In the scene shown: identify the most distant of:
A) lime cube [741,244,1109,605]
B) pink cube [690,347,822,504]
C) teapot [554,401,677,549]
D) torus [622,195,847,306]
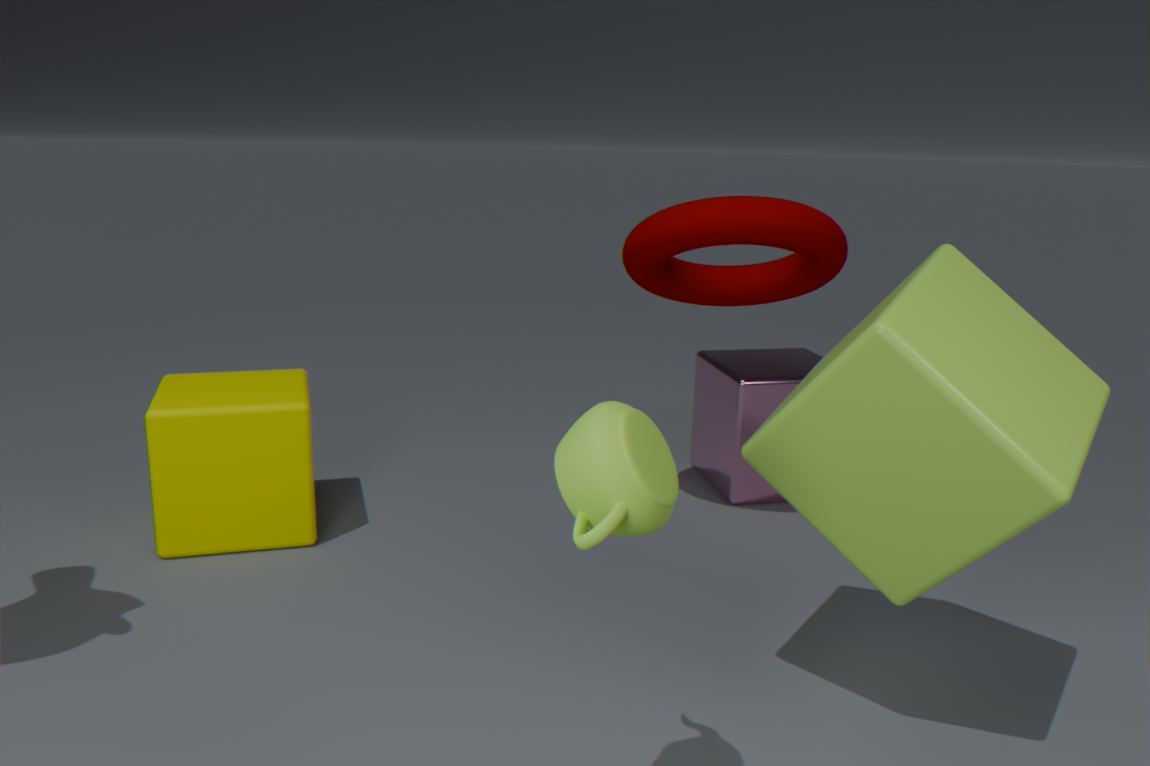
pink cube [690,347,822,504]
